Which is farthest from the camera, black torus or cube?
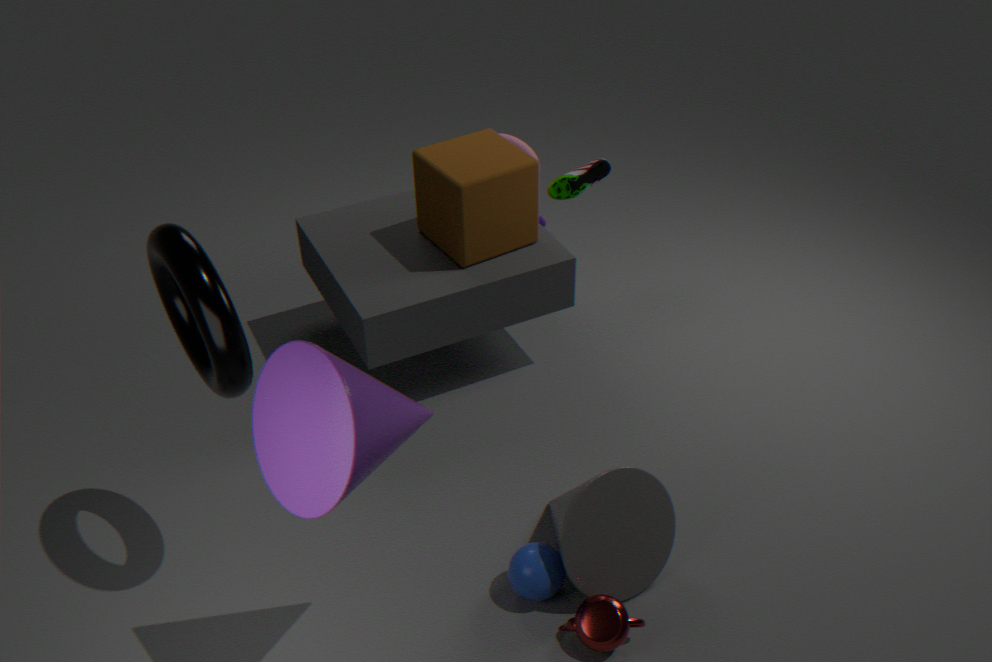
cube
